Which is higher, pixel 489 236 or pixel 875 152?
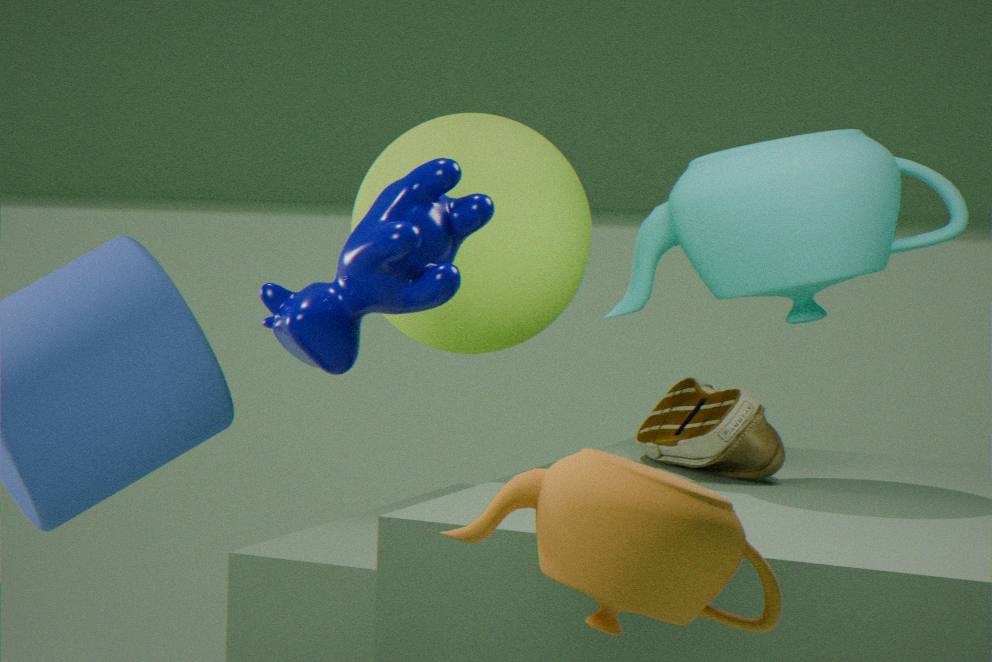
pixel 875 152
